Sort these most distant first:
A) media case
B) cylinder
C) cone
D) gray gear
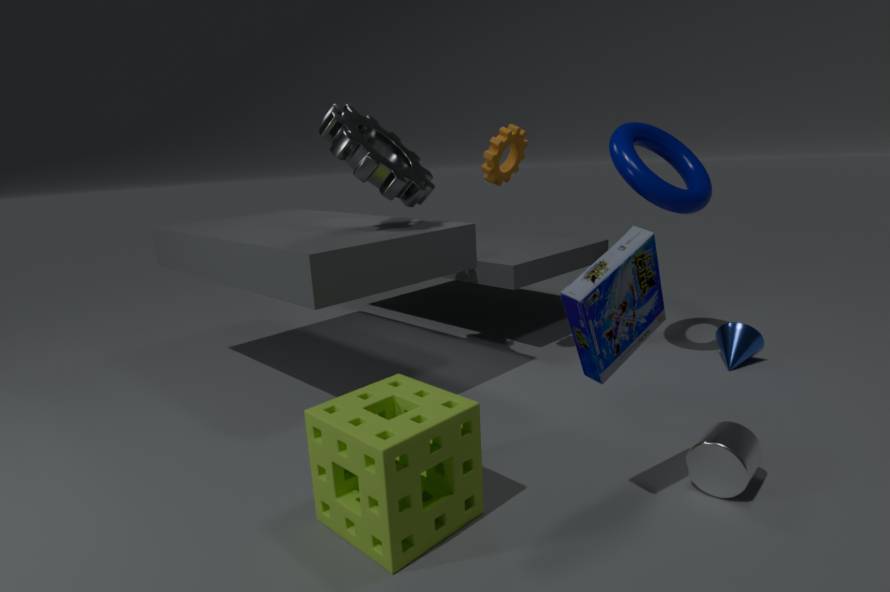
cone < gray gear < cylinder < media case
